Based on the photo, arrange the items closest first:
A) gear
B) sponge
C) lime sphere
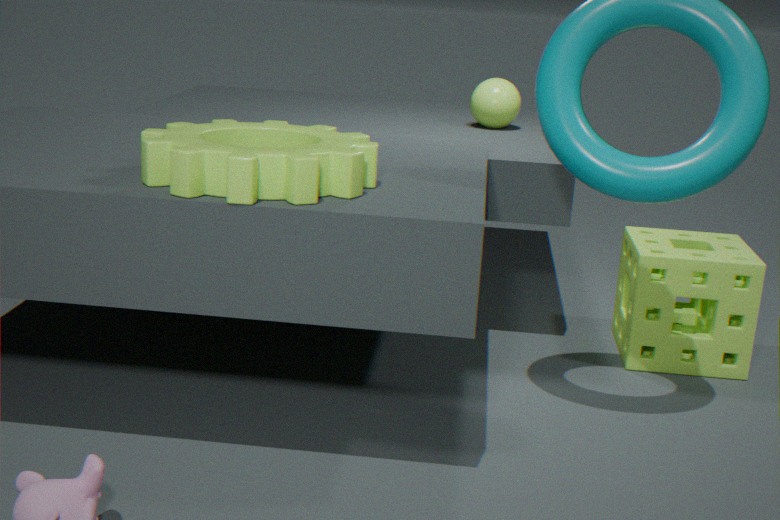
gear, sponge, lime sphere
